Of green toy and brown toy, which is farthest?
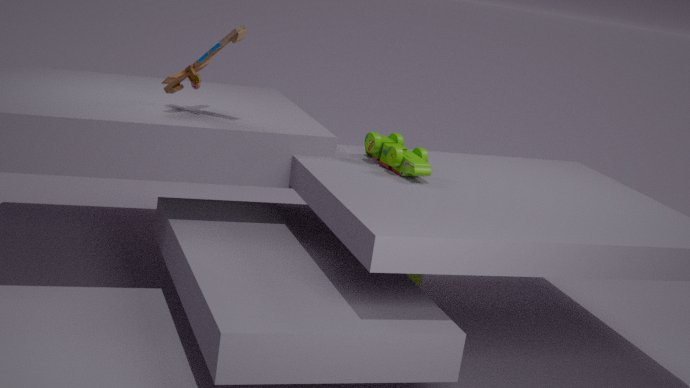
brown toy
